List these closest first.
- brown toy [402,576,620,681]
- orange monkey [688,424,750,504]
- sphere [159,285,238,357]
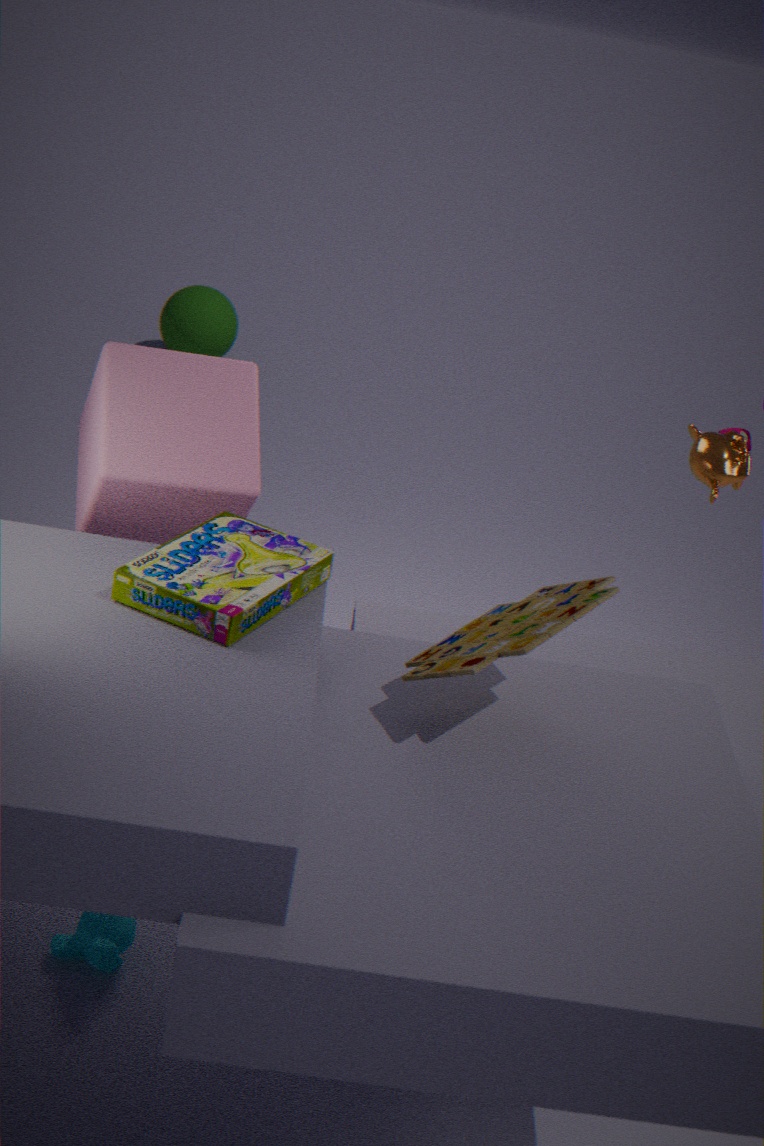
brown toy [402,576,620,681]
orange monkey [688,424,750,504]
sphere [159,285,238,357]
